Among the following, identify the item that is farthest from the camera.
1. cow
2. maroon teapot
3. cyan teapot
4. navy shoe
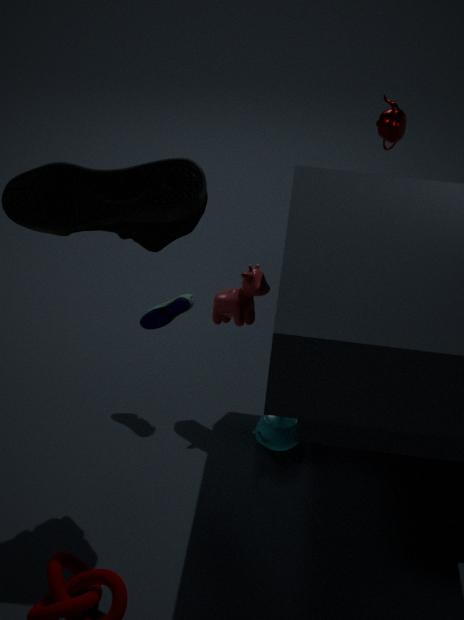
maroon teapot
